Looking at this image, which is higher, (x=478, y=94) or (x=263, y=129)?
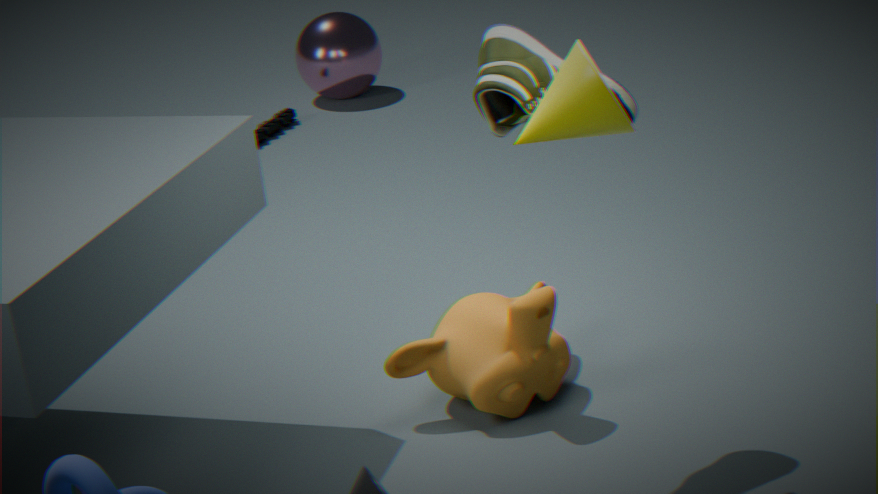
(x=478, y=94)
